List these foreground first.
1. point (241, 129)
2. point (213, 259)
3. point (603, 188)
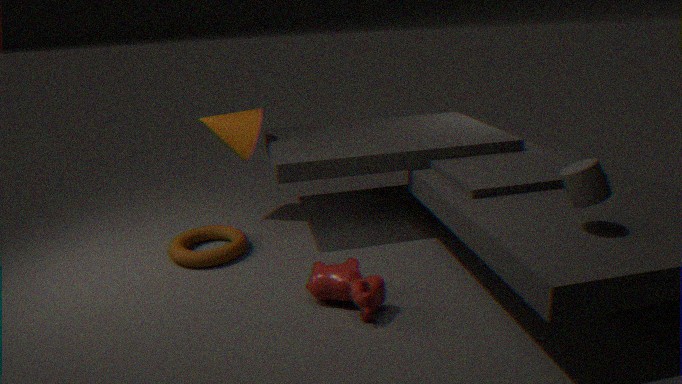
point (603, 188)
point (213, 259)
point (241, 129)
